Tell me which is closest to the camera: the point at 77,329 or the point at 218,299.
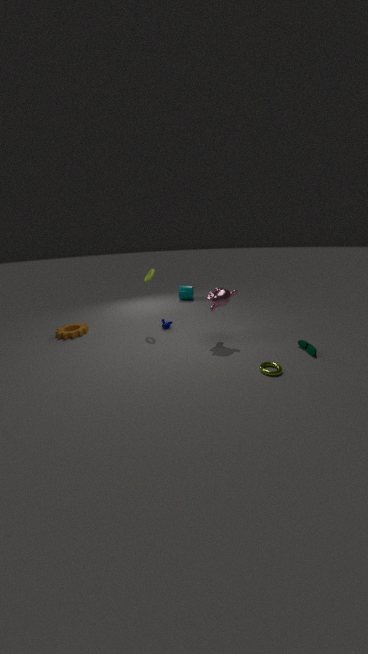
the point at 218,299
